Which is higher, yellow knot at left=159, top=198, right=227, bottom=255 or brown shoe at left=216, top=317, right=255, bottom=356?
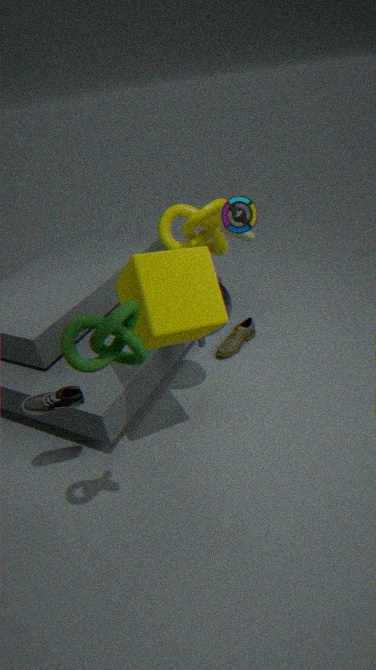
yellow knot at left=159, top=198, right=227, bottom=255
